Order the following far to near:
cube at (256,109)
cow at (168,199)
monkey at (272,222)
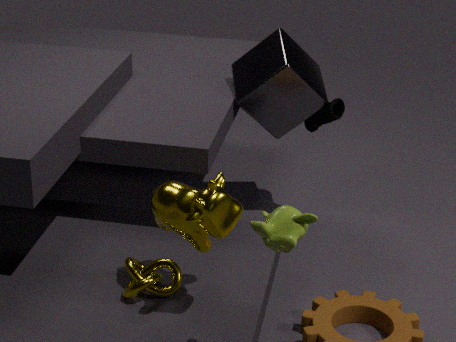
cube at (256,109) < cow at (168,199) < monkey at (272,222)
